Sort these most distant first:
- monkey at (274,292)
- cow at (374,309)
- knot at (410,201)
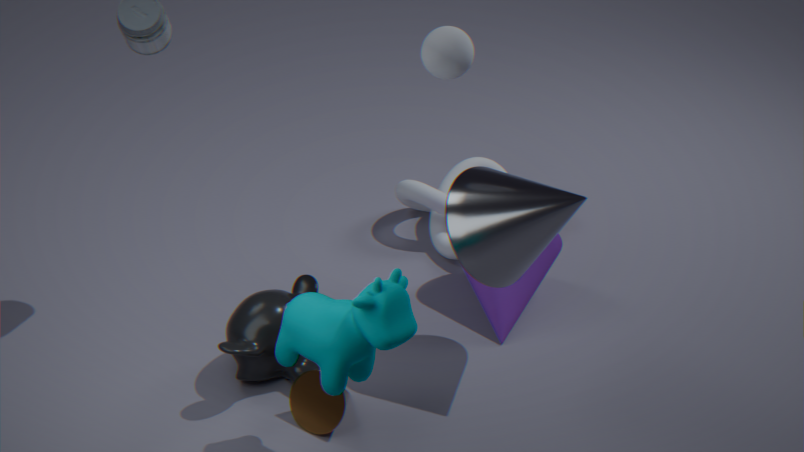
knot at (410,201), monkey at (274,292), cow at (374,309)
